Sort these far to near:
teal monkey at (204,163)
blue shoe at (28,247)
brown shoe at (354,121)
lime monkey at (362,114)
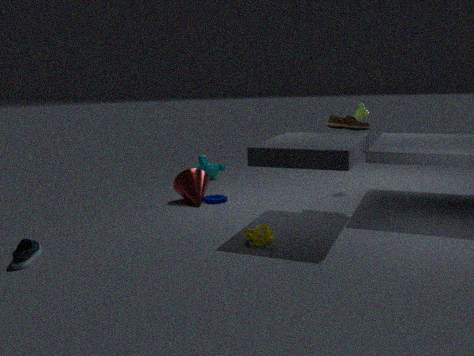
1. teal monkey at (204,163)
2. lime monkey at (362,114)
3. brown shoe at (354,121)
4. blue shoe at (28,247)
